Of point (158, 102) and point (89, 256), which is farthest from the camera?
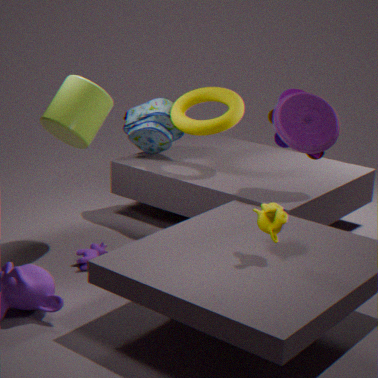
point (158, 102)
